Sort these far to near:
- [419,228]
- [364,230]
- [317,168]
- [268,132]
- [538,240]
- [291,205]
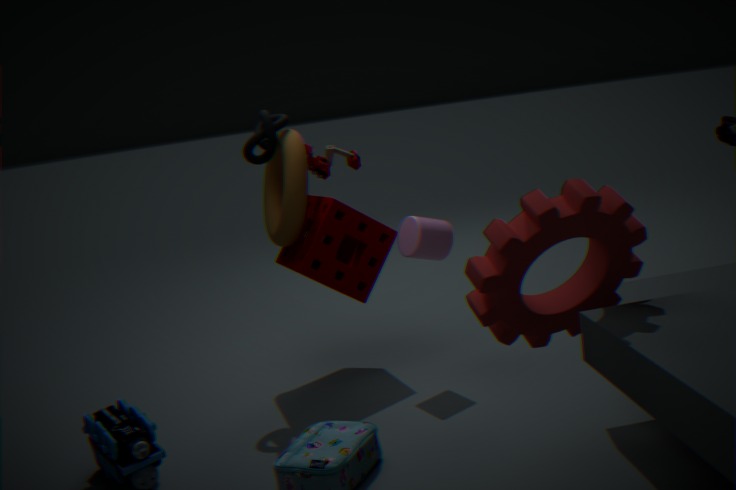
[317,168] < [364,230] < [291,205] < [268,132] < [419,228] < [538,240]
